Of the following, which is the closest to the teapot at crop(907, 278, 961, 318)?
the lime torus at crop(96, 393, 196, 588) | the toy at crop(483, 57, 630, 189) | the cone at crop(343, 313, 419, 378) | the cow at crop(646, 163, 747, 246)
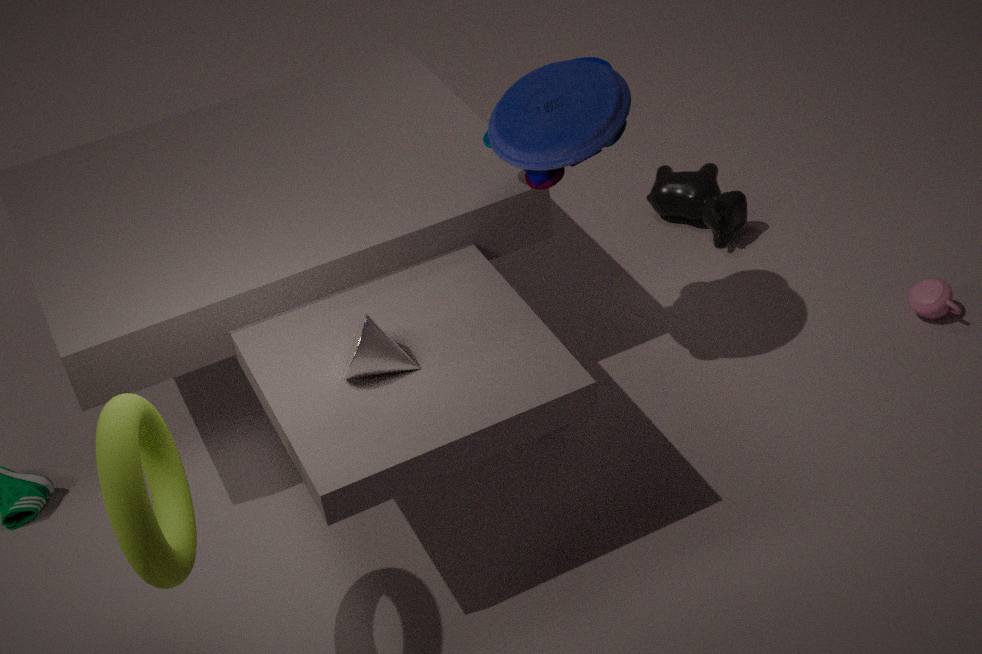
the cow at crop(646, 163, 747, 246)
